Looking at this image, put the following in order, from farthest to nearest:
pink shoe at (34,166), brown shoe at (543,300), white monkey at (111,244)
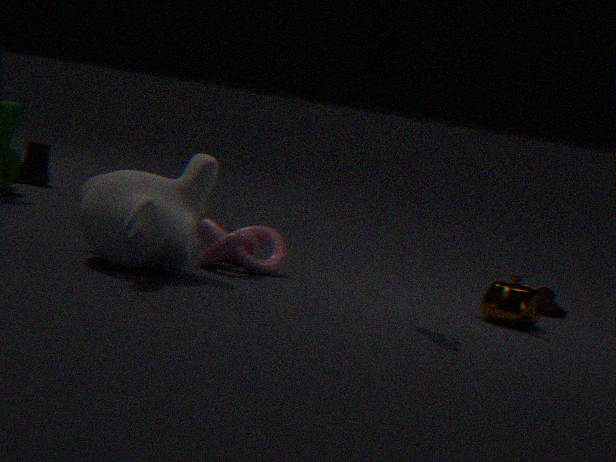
pink shoe at (34,166)
brown shoe at (543,300)
white monkey at (111,244)
